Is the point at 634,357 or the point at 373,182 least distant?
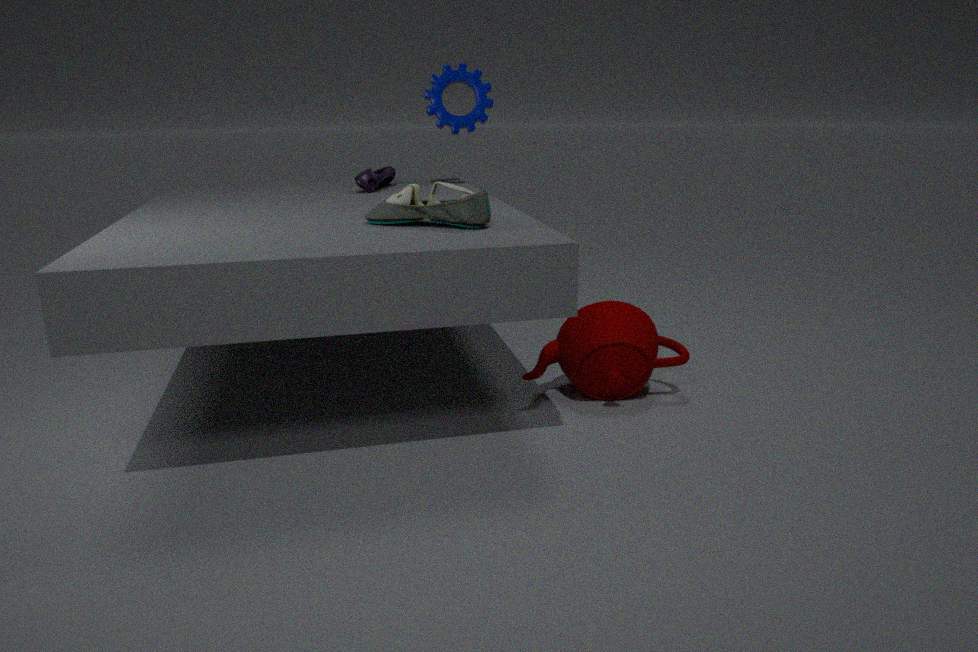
the point at 634,357
